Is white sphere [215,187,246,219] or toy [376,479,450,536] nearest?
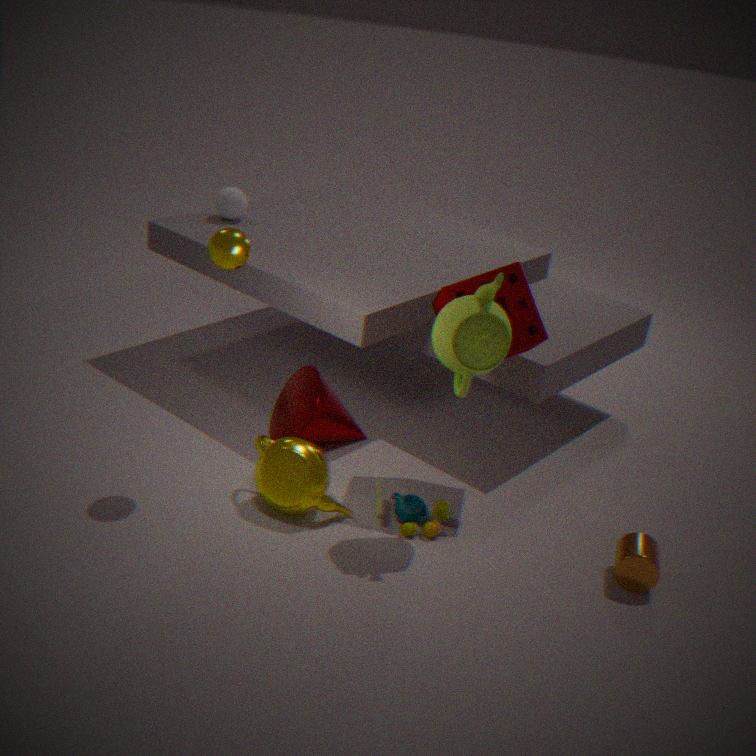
toy [376,479,450,536]
